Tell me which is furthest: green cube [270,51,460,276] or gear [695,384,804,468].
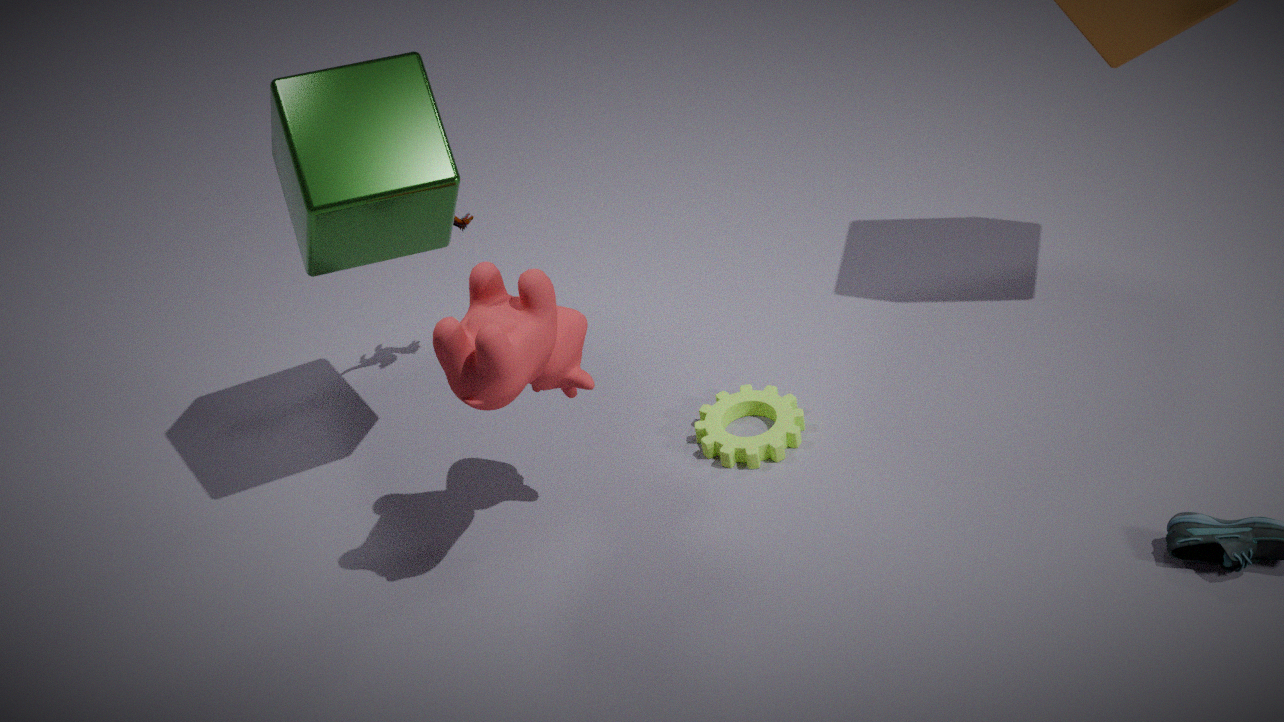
gear [695,384,804,468]
